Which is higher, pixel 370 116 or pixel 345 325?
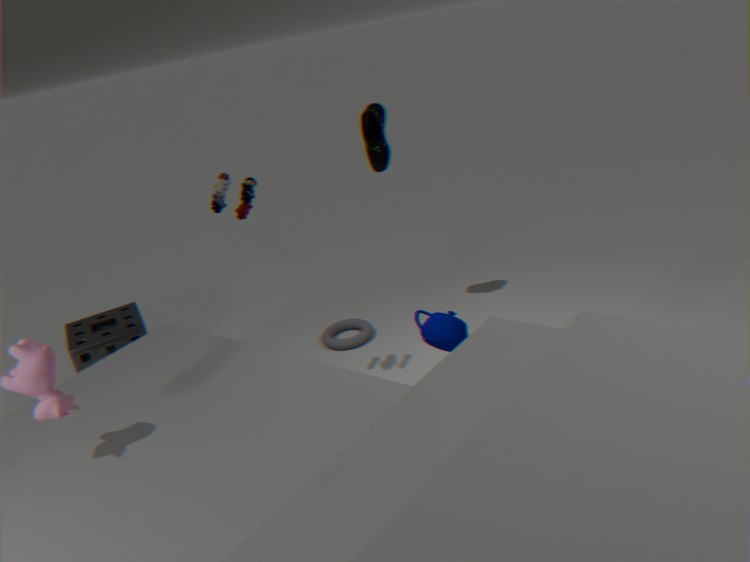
pixel 370 116
